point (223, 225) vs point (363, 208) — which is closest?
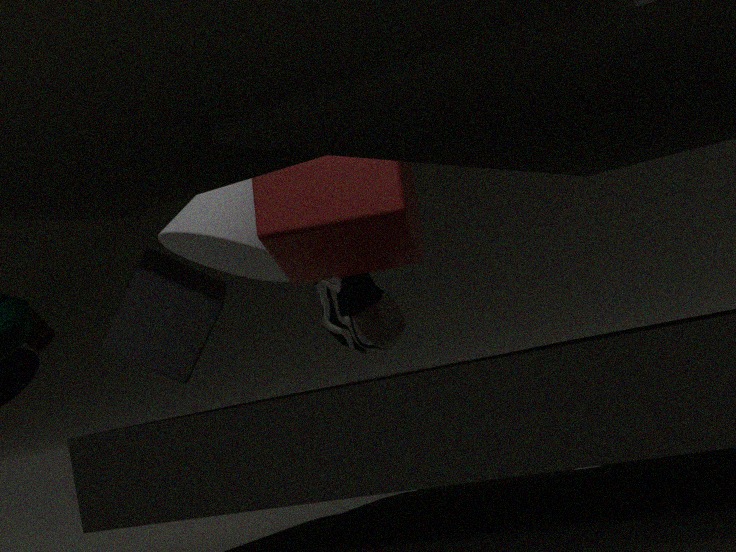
point (363, 208)
